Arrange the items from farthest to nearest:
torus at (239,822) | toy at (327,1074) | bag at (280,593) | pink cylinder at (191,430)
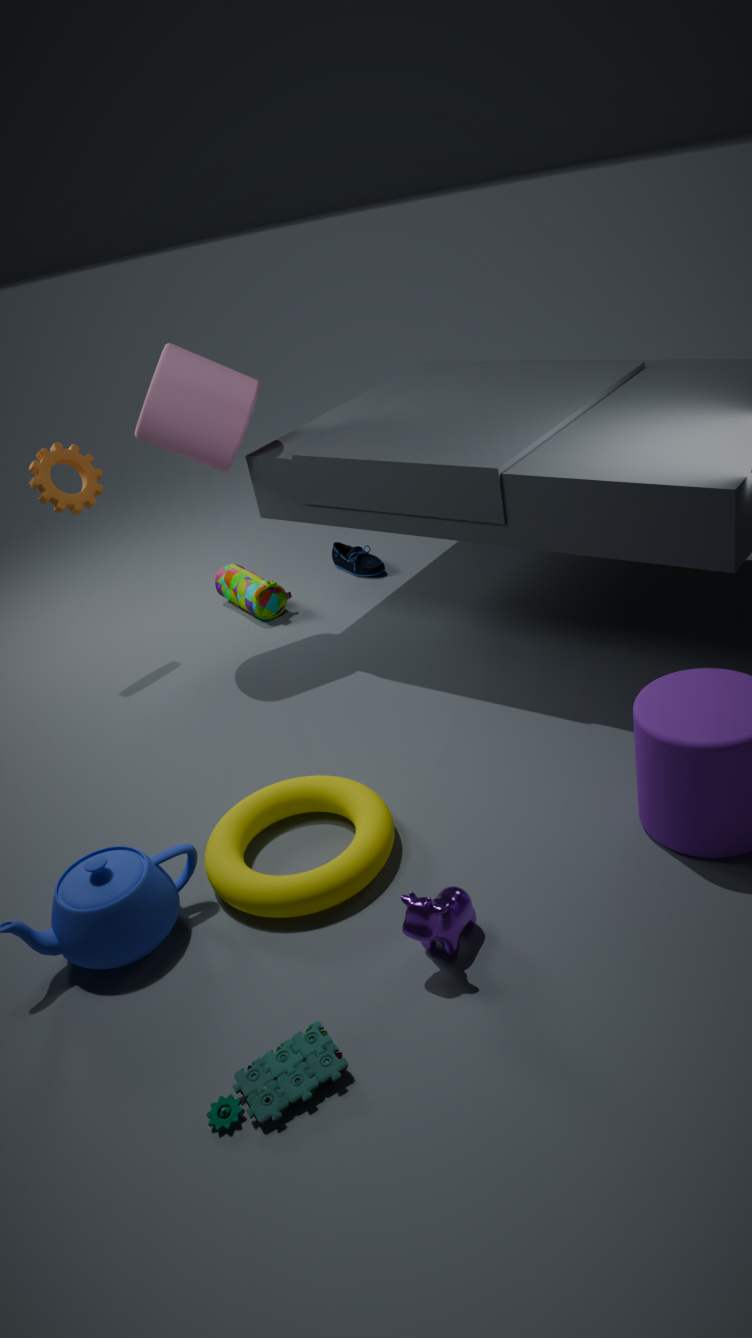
1. bag at (280,593)
2. pink cylinder at (191,430)
3. torus at (239,822)
4. toy at (327,1074)
